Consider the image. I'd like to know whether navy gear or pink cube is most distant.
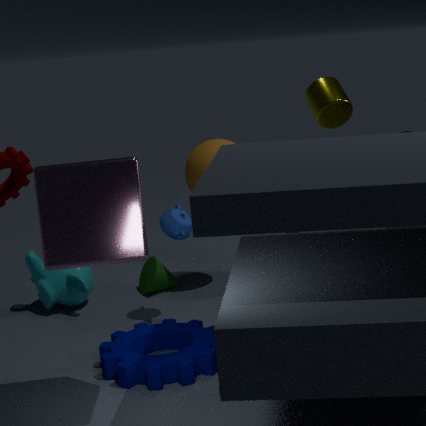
navy gear
